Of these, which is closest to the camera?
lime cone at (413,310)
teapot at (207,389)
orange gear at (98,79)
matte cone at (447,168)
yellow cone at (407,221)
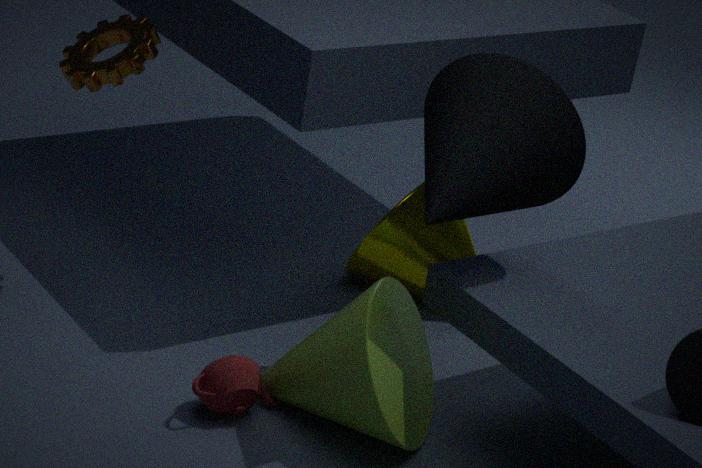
matte cone at (447,168)
